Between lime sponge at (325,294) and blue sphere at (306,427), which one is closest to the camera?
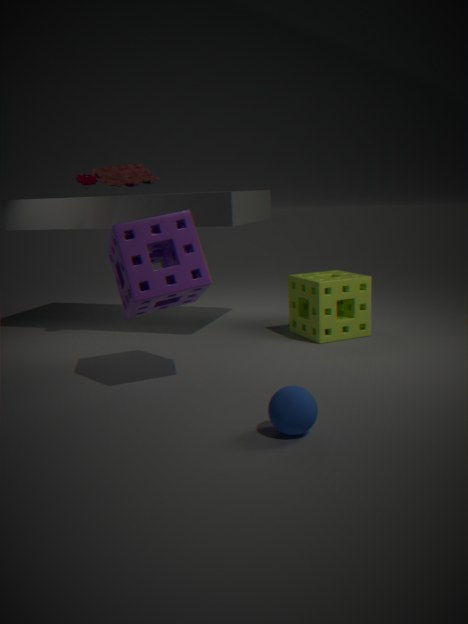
blue sphere at (306,427)
